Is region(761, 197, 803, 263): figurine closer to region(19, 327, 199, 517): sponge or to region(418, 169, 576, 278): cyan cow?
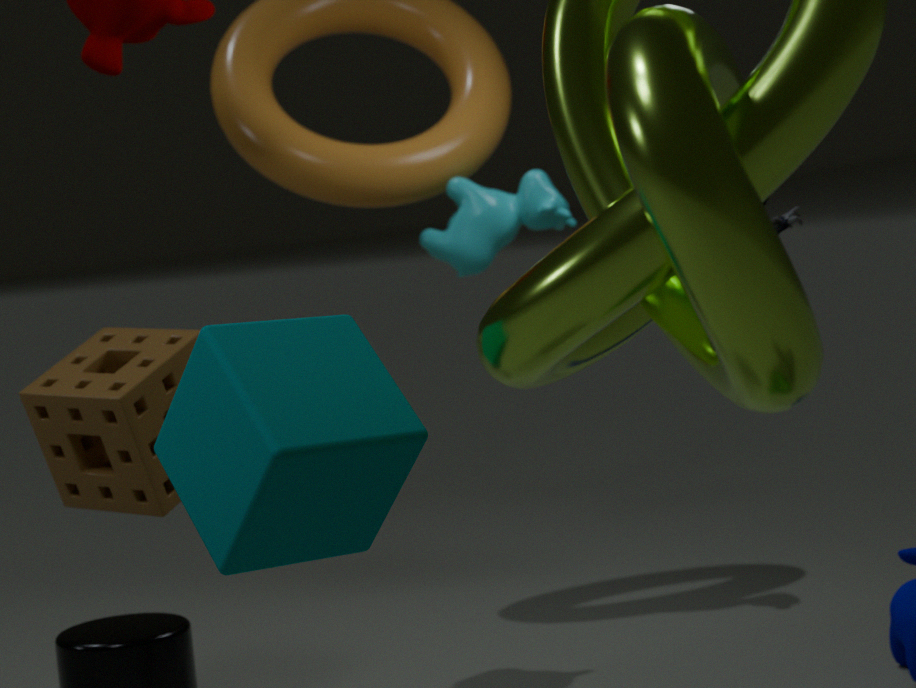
region(418, 169, 576, 278): cyan cow
